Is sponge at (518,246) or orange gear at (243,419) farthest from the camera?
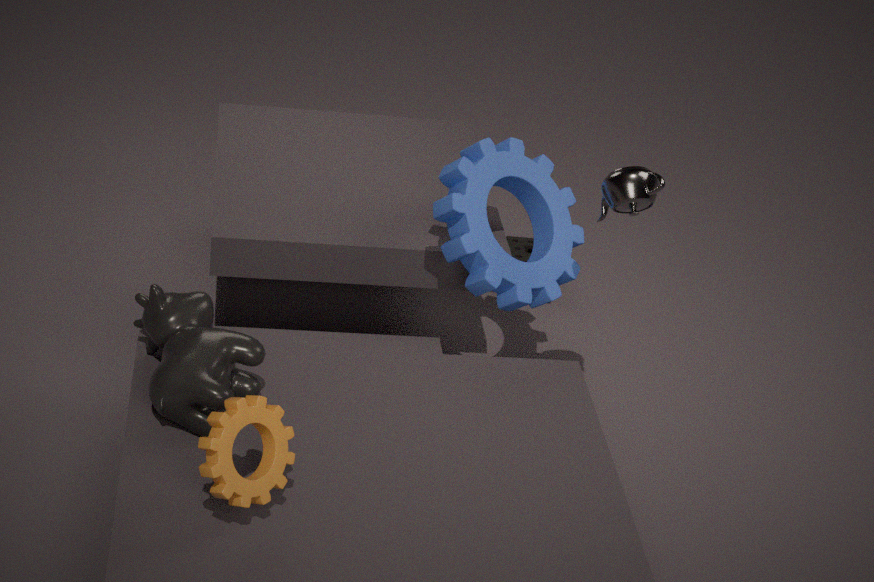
sponge at (518,246)
